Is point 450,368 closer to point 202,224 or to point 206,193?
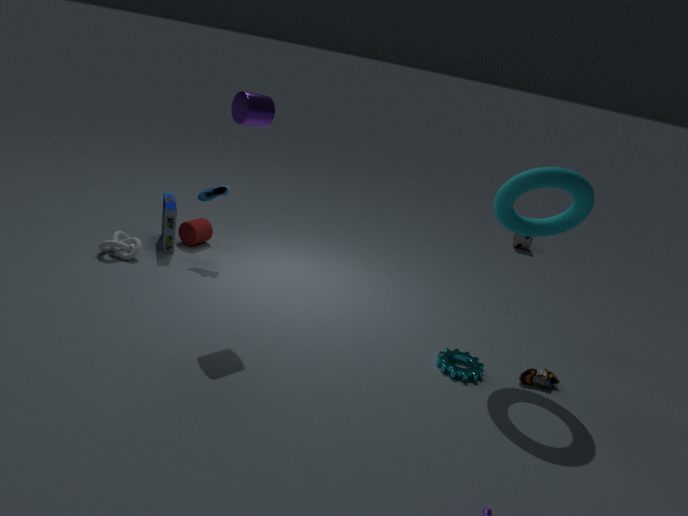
point 206,193
